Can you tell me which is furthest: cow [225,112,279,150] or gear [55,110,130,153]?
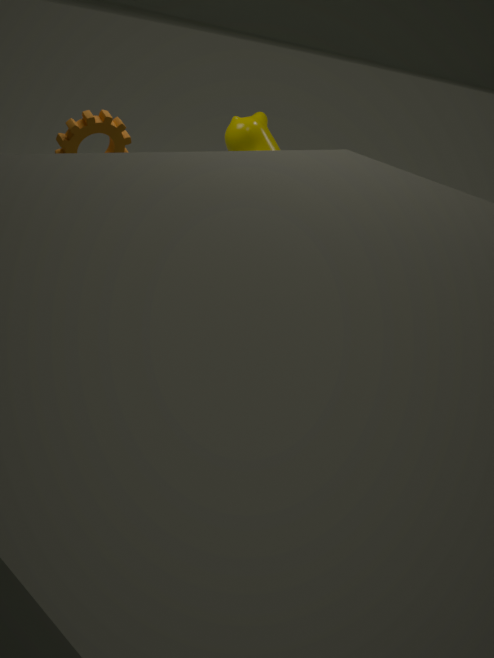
cow [225,112,279,150]
